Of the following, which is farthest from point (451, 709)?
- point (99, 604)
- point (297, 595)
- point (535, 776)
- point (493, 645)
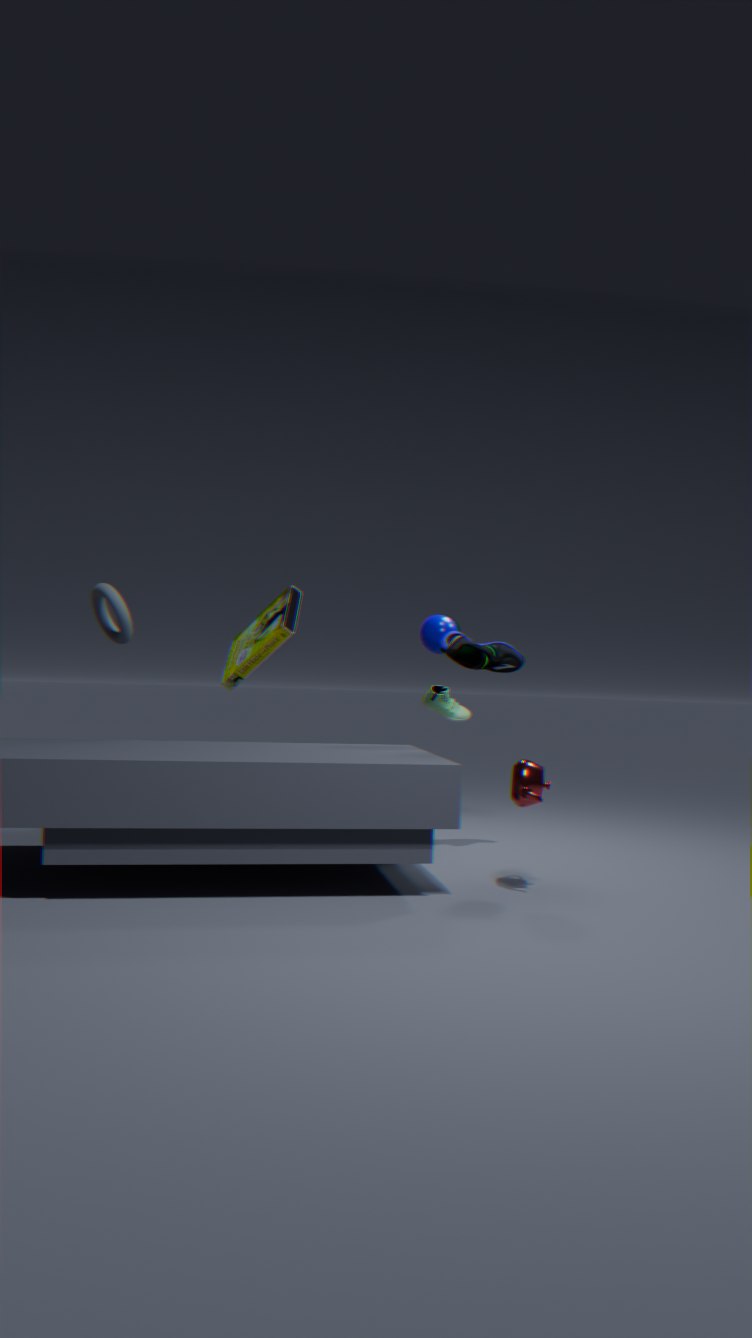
point (99, 604)
